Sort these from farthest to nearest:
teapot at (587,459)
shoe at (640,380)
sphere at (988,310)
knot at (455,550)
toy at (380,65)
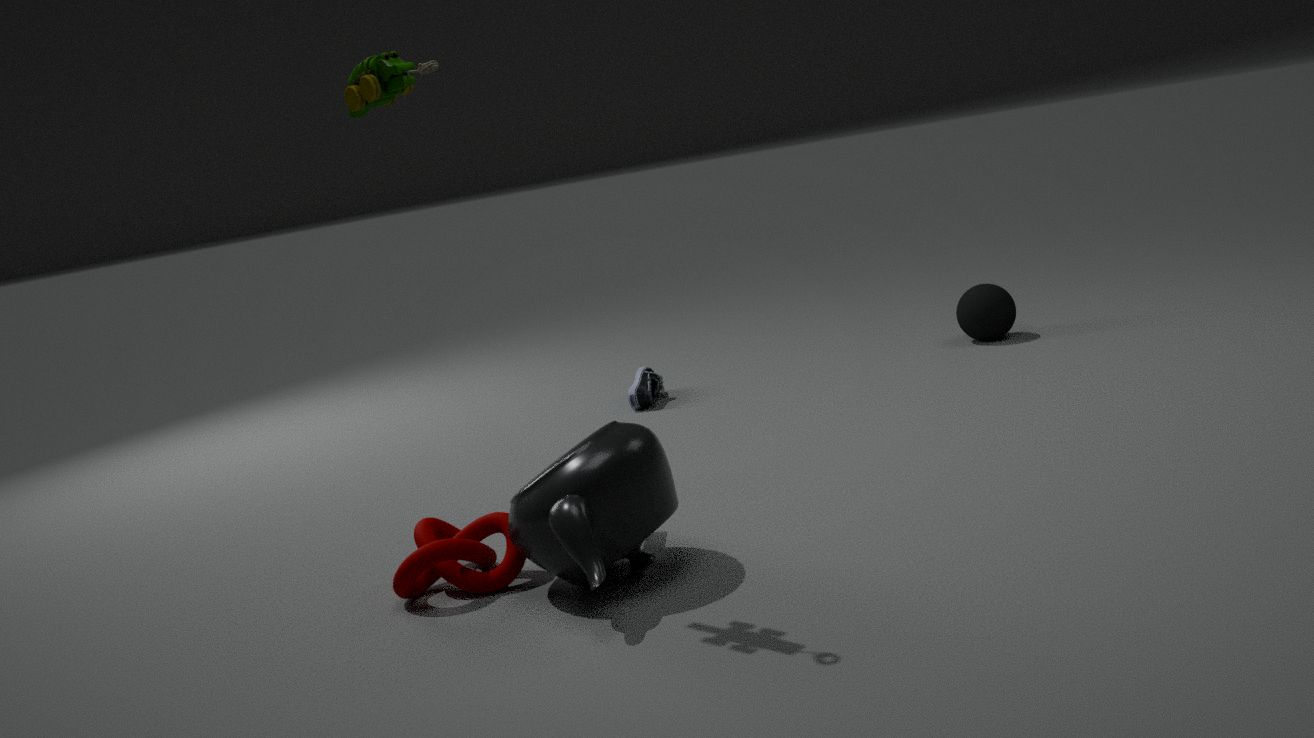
1. sphere at (988,310)
2. shoe at (640,380)
3. knot at (455,550)
4. teapot at (587,459)
5. toy at (380,65)
